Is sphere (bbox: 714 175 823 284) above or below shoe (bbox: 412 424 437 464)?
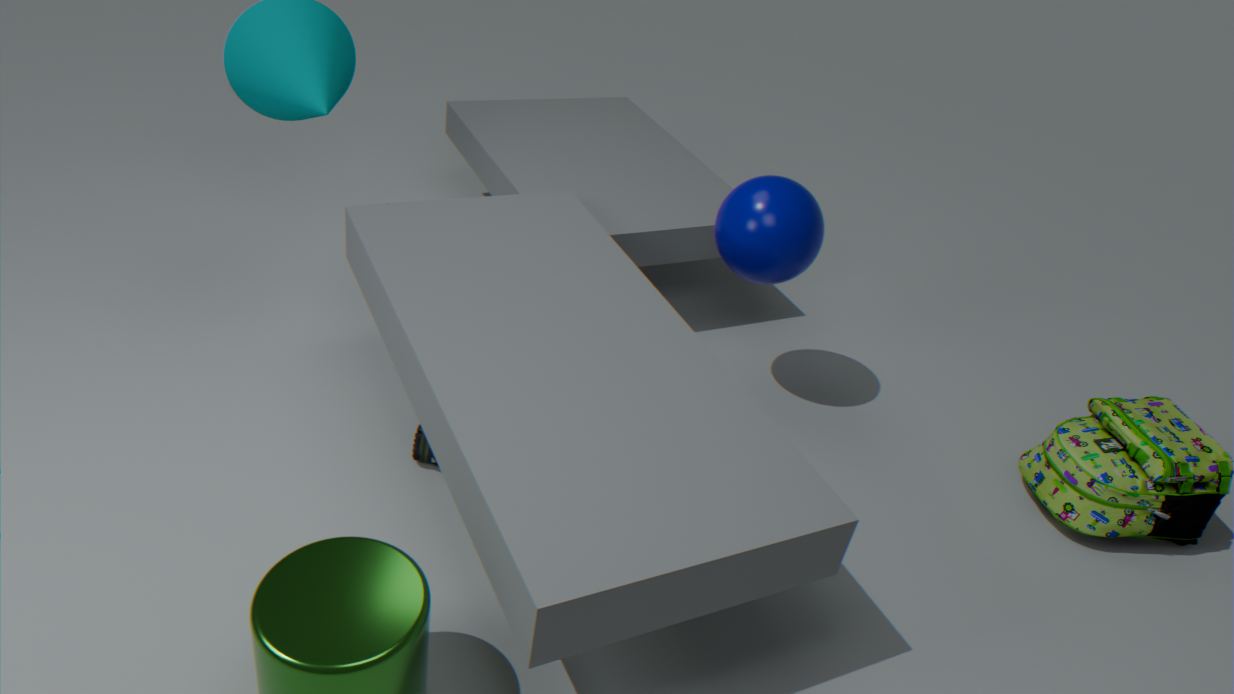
above
